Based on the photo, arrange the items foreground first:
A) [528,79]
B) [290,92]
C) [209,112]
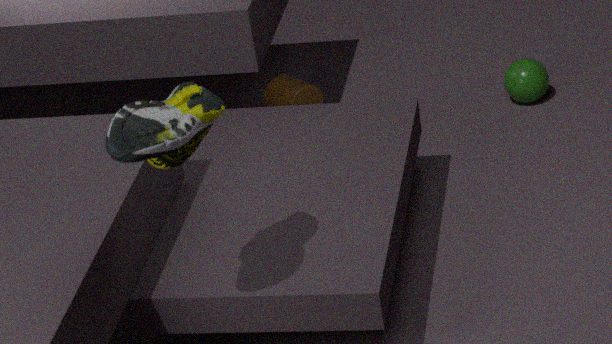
[209,112] → [528,79] → [290,92]
